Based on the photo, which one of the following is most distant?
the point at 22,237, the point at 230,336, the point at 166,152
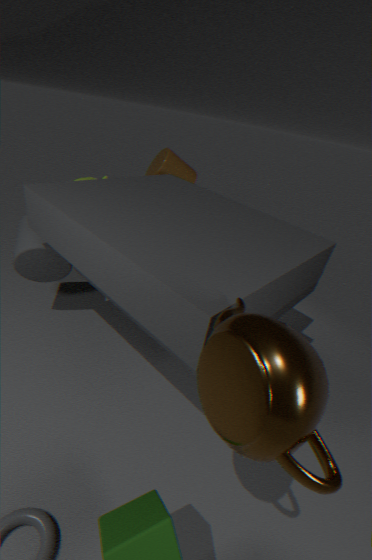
the point at 166,152
